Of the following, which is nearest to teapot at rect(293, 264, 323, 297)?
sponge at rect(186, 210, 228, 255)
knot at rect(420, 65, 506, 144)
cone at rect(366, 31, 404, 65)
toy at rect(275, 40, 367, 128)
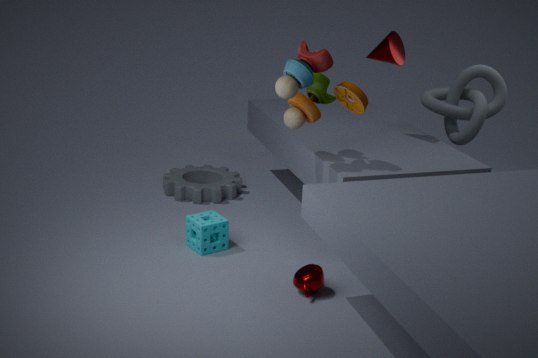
sponge at rect(186, 210, 228, 255)
